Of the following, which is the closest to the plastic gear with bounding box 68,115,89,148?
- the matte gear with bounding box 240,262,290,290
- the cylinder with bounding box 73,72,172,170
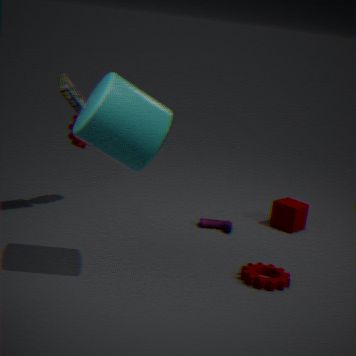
the cylinder with bounding box 73,72,172,170
